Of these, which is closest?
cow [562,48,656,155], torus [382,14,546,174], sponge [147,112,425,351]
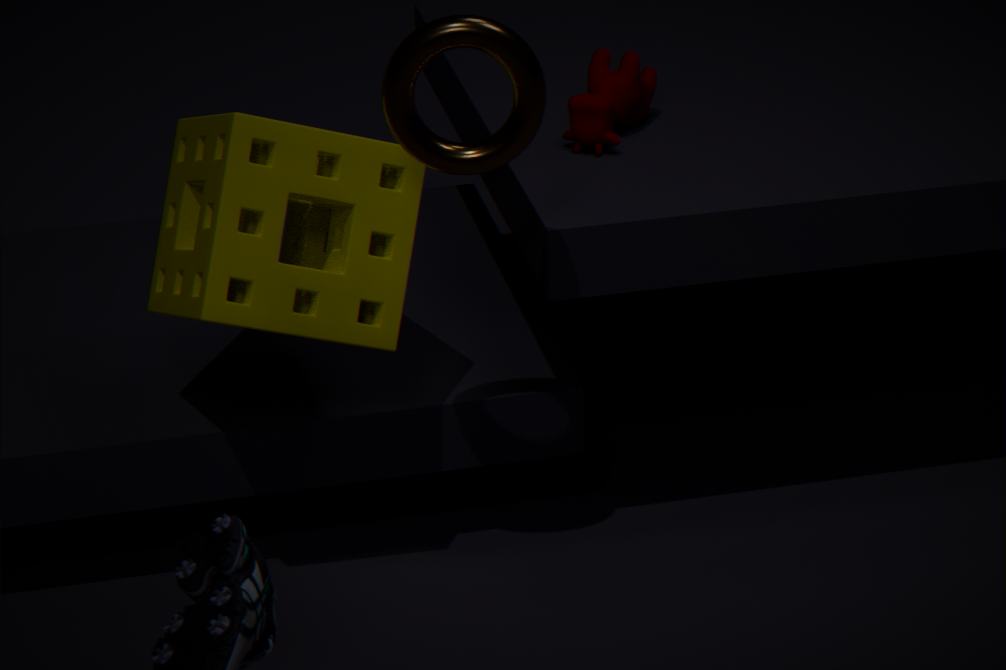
A: torus [382,14,546,174]
